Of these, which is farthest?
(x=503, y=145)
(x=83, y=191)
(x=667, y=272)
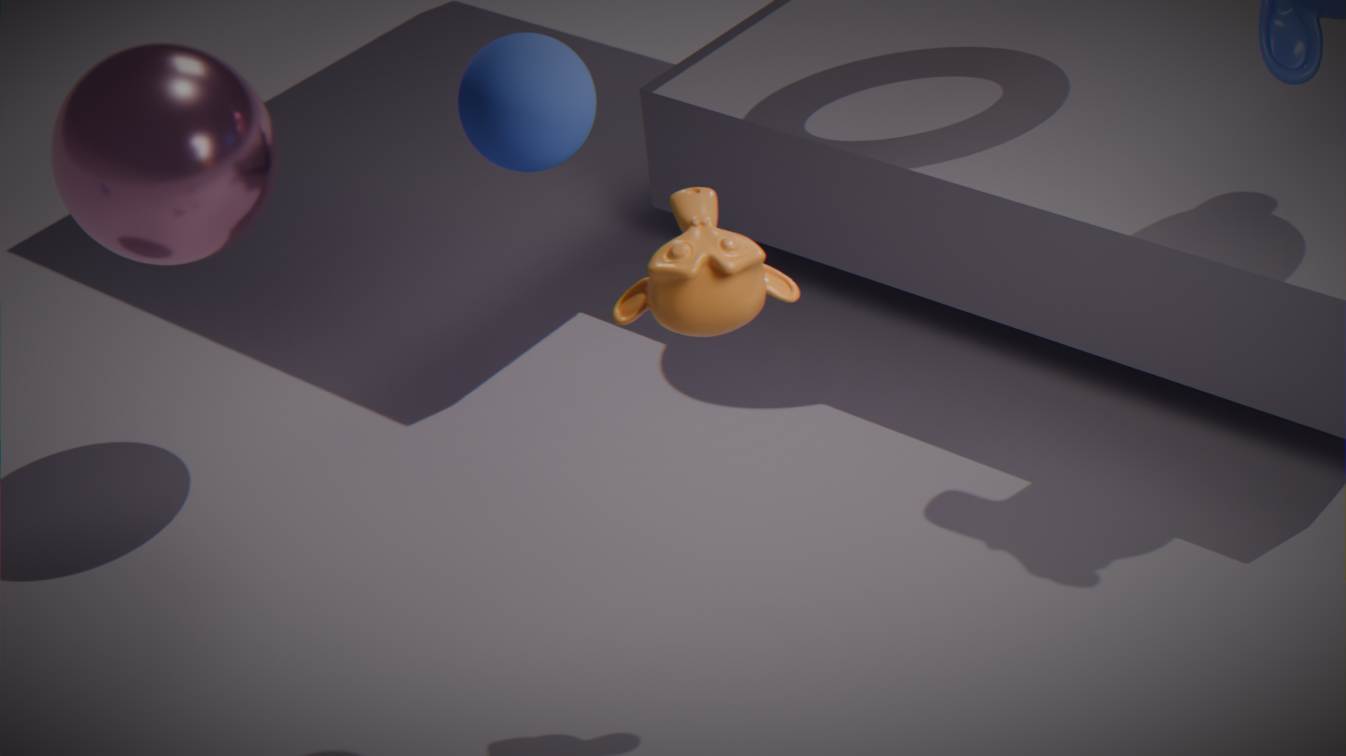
(x=83, y=191)
